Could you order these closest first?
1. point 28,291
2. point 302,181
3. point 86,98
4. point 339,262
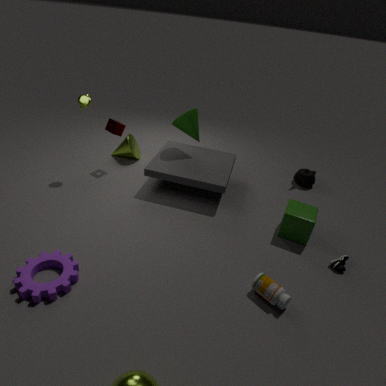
point 28,291 < point 339,262 < point 86,98 < point 302,181
